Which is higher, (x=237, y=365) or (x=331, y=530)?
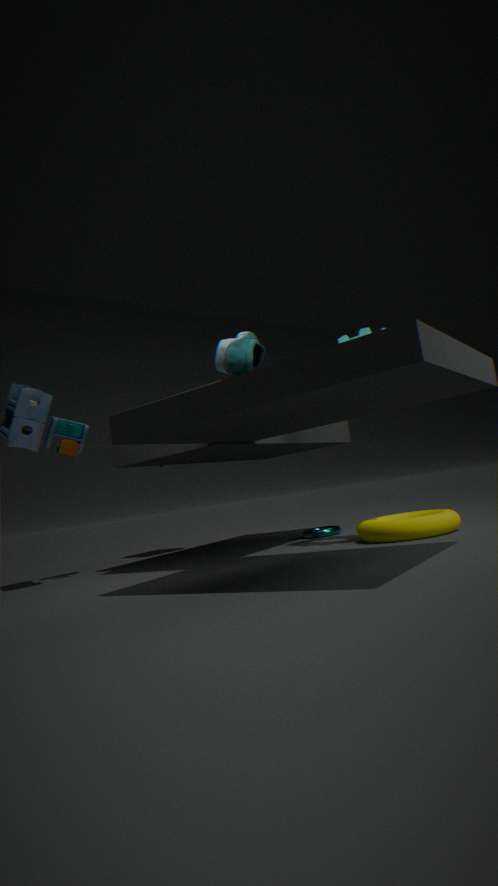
(x=237, y=365)
